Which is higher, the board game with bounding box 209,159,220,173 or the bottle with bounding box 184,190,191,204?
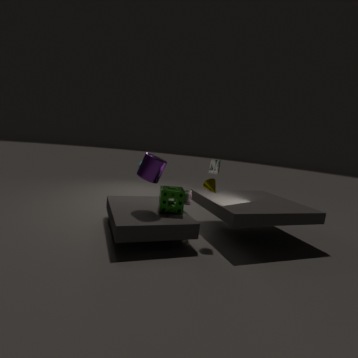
the board game with bounding box 209,159,220,173
